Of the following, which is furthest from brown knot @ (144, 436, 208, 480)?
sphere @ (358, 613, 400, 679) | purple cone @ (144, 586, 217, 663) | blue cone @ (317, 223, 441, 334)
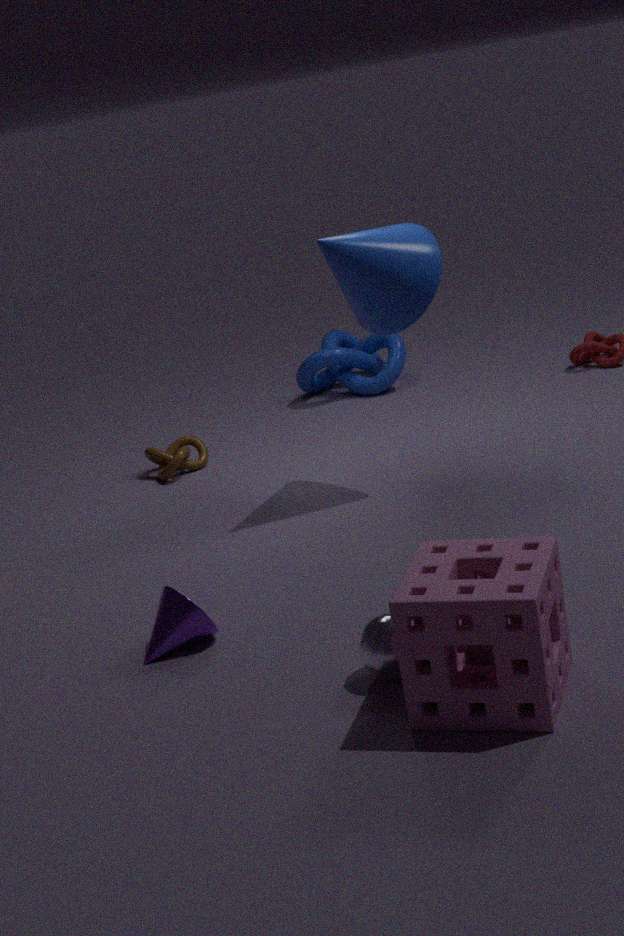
sphere @ (358, 613, 400, 679)
